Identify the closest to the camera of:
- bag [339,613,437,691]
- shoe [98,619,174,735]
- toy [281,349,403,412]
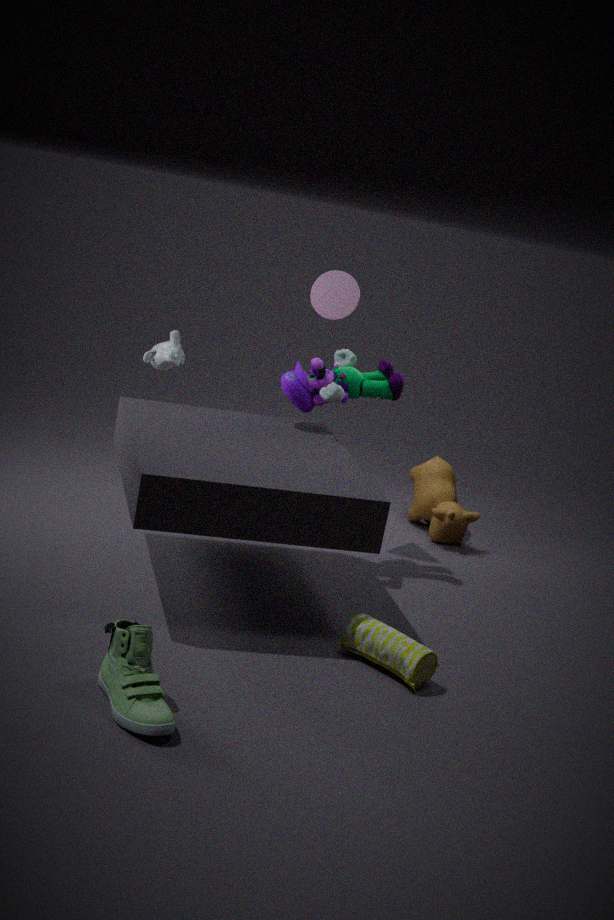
shoe [98,619,174,735]
